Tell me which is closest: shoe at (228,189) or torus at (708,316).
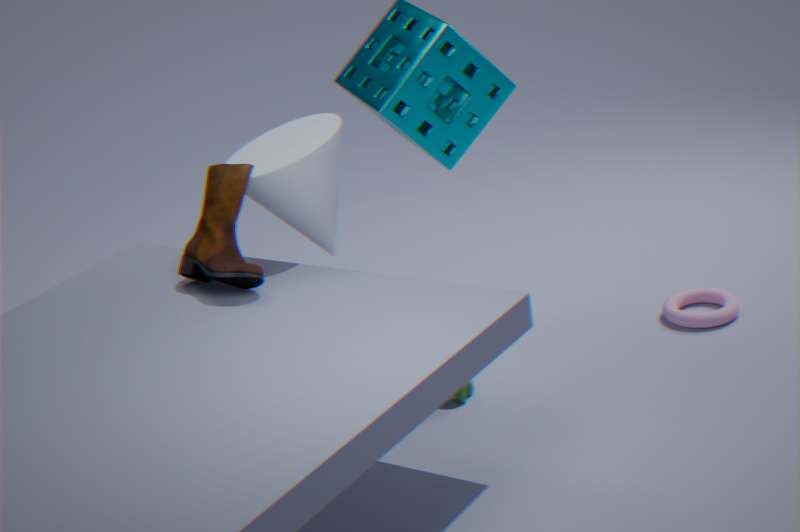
shoe at (228,189)
